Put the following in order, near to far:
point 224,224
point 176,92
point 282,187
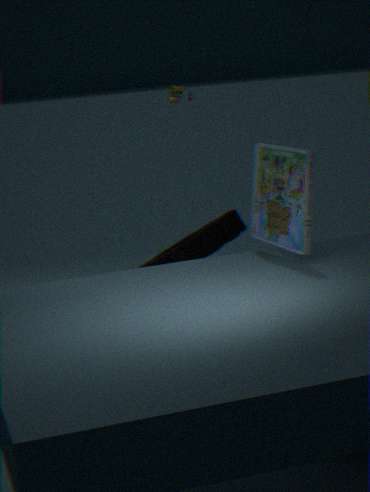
1. point 282,187
2. point 224,224
3. point 176,92
